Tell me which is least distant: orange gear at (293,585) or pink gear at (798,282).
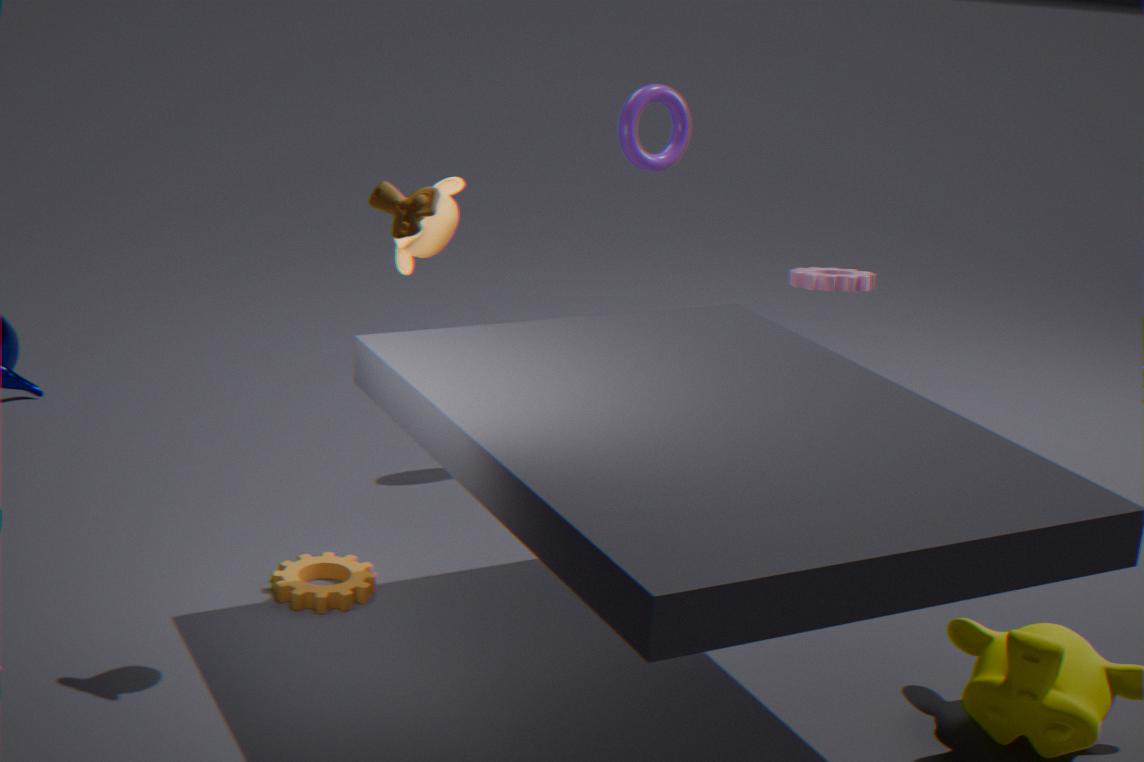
orange gear at (293,585)
